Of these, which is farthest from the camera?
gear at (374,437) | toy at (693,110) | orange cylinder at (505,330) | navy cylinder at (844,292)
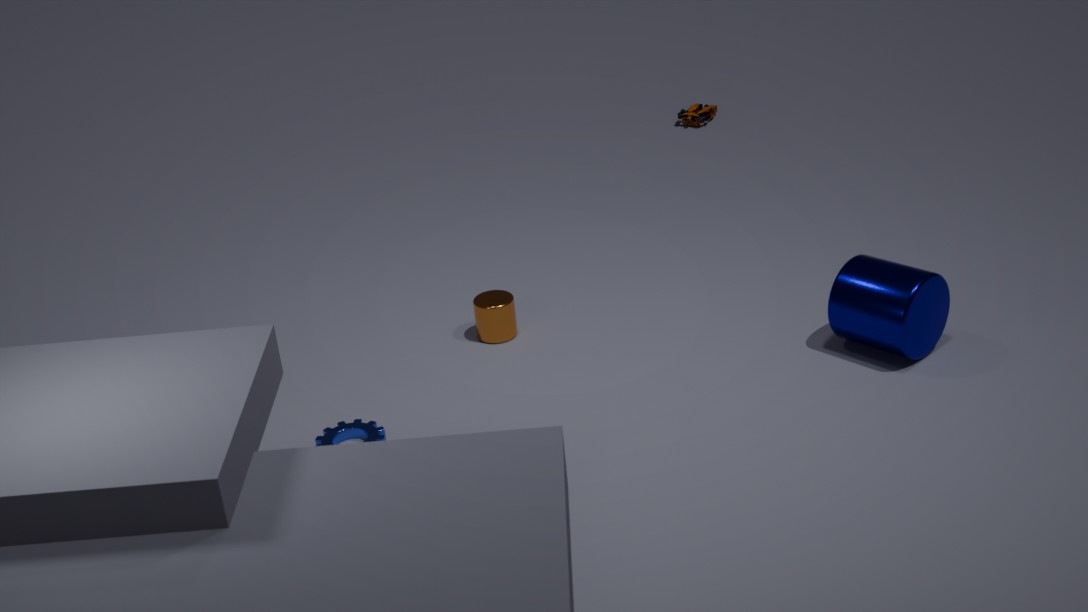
toy at (693,110)
